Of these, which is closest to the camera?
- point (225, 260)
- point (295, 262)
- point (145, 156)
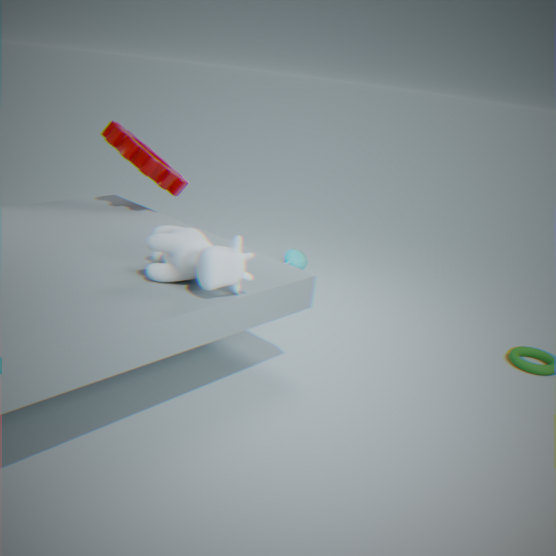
point (225, 260)
